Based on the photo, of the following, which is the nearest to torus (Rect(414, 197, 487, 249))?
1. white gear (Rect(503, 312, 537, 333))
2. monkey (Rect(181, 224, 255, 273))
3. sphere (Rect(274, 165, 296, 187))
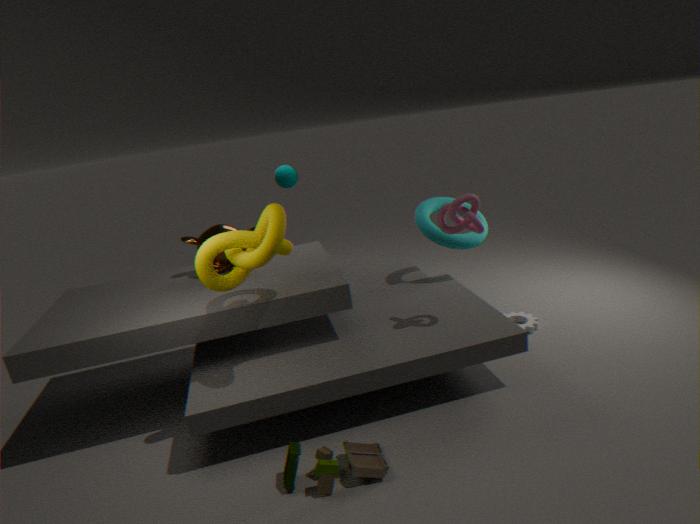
white gear (Rect(503, 312, 537, 333))
